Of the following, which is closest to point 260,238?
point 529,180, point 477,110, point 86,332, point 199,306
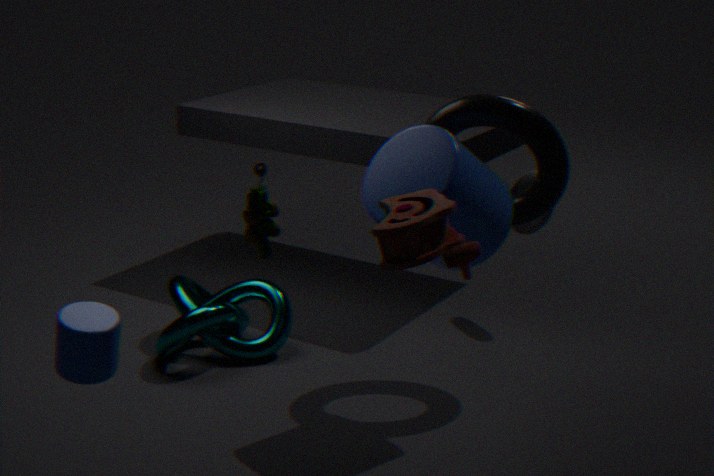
point 86,332
